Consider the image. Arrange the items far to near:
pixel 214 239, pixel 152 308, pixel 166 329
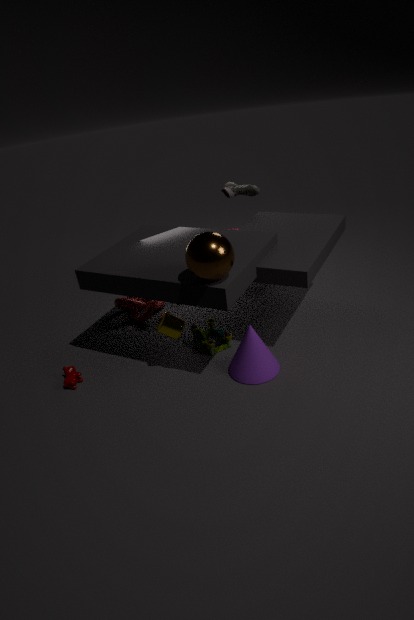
pixel 152 308 < pixel 166 329 < pixel 214 239
